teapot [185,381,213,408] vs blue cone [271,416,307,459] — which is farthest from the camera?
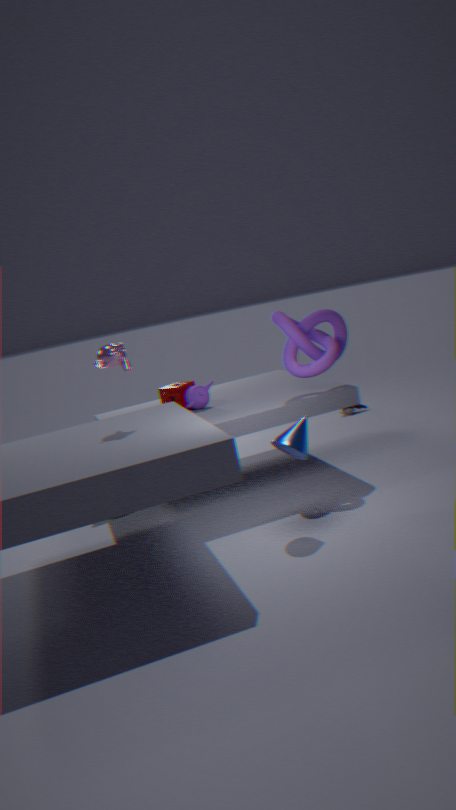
teapot [185,381,213,408]
